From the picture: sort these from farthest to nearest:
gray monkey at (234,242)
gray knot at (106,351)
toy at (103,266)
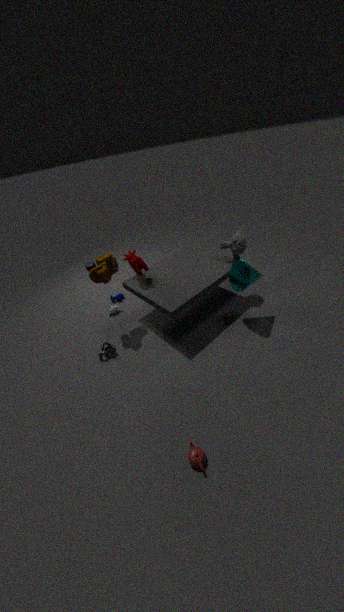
gray monkey at (234,242)
gray knot at (106,351)
toy at (103,266)
